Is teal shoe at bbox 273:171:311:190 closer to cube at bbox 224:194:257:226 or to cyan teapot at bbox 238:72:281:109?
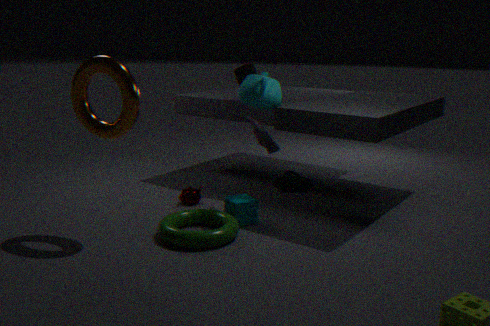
cube at bbox 224:194:257:226
